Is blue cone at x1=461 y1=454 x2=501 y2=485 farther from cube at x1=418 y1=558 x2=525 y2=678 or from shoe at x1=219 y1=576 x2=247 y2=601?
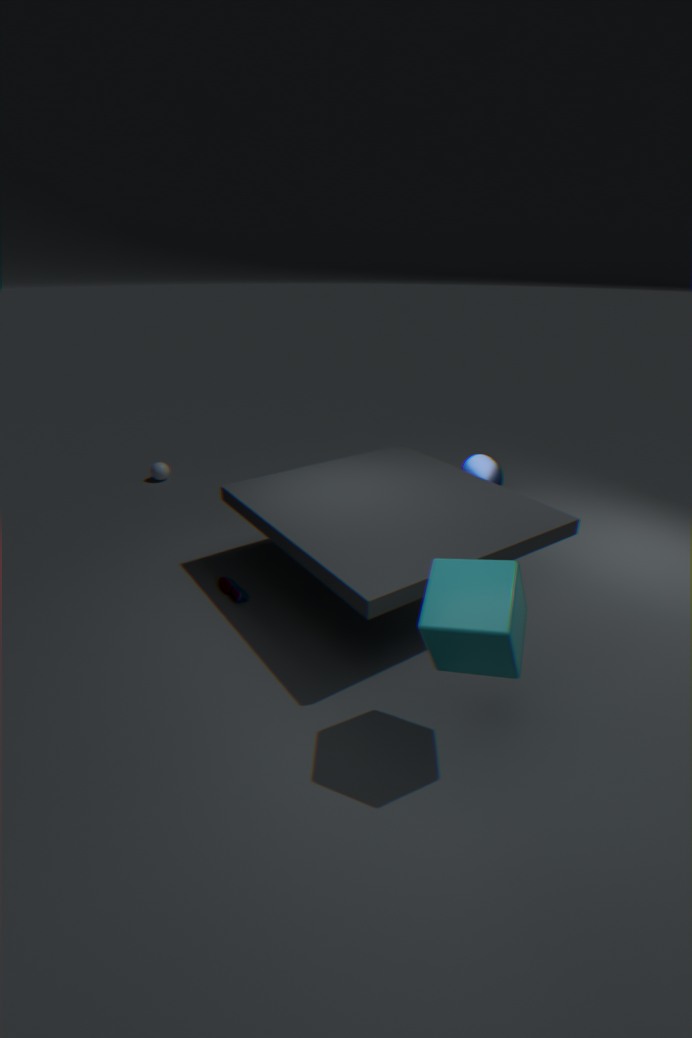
cube at x1=418 y1=558 x2=525 y2=678
